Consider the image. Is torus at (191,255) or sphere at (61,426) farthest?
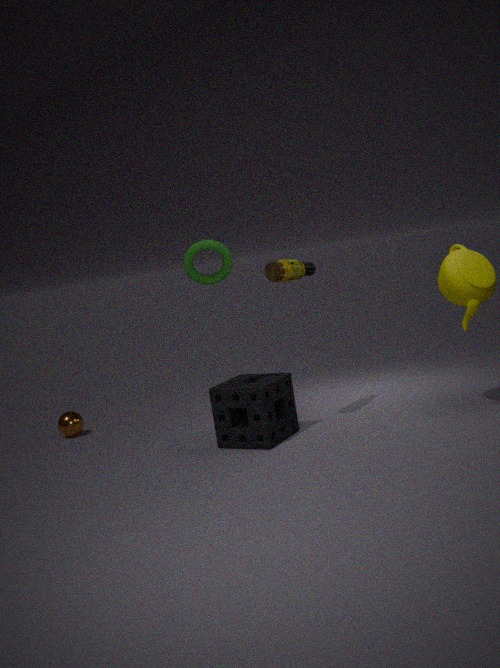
sphere at (61,426)
